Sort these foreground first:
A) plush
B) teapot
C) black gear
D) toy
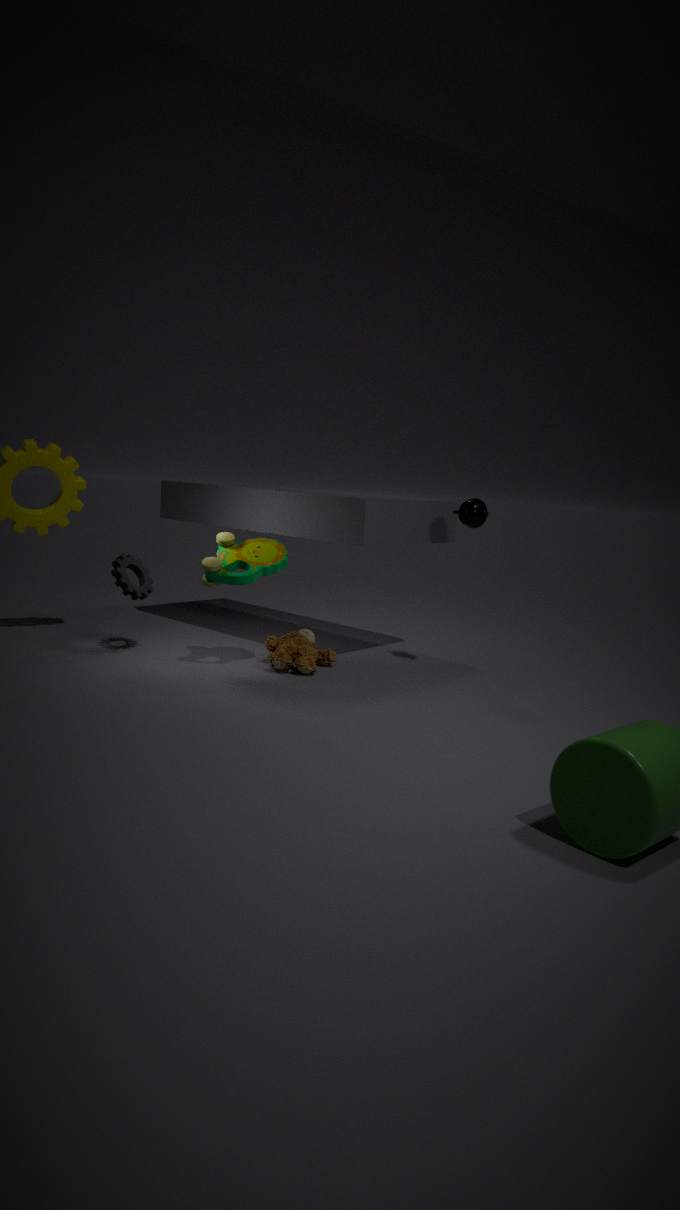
toy → plush → teapot → black gear
